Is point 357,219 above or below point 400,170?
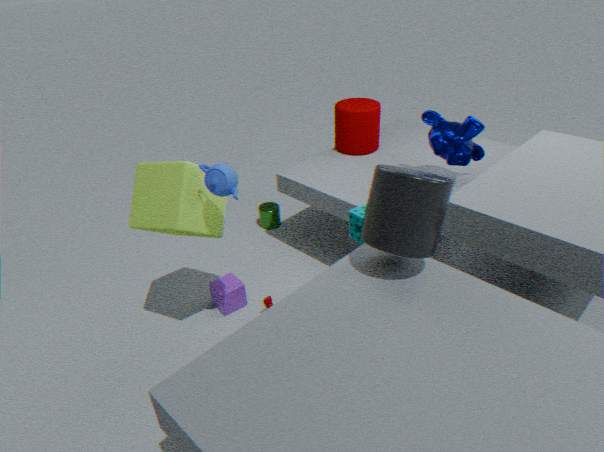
below
